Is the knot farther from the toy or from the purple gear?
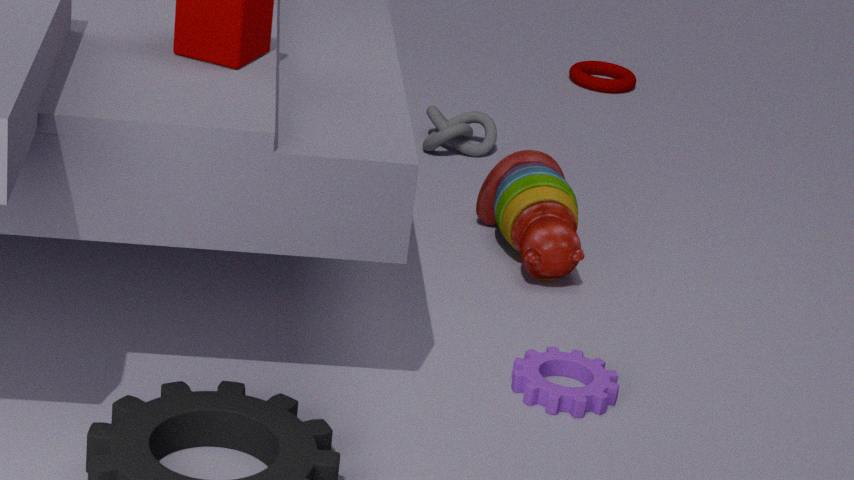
the purple gear
